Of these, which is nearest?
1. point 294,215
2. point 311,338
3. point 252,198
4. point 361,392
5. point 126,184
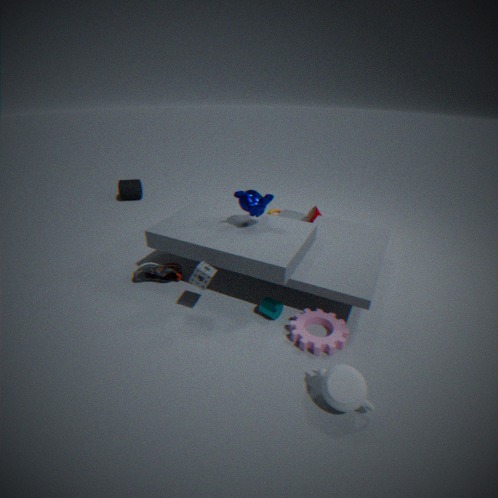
point 361,392
